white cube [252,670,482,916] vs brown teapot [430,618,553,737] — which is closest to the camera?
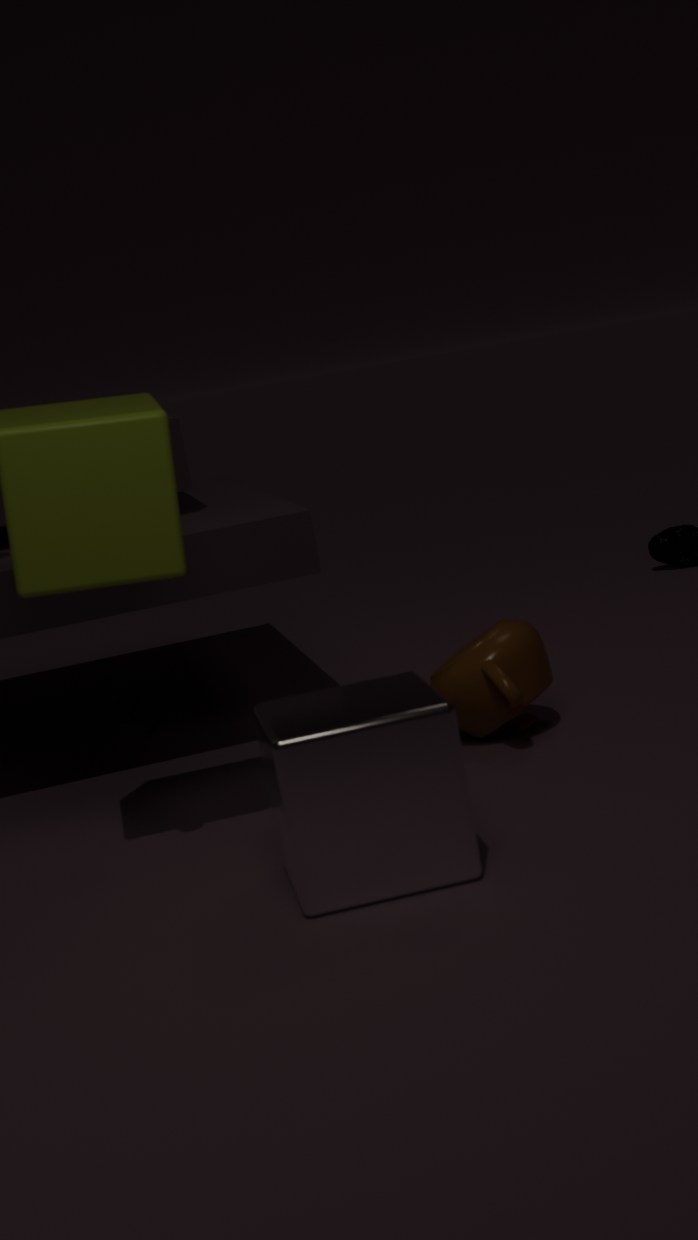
white cube [252,670,482,916]
